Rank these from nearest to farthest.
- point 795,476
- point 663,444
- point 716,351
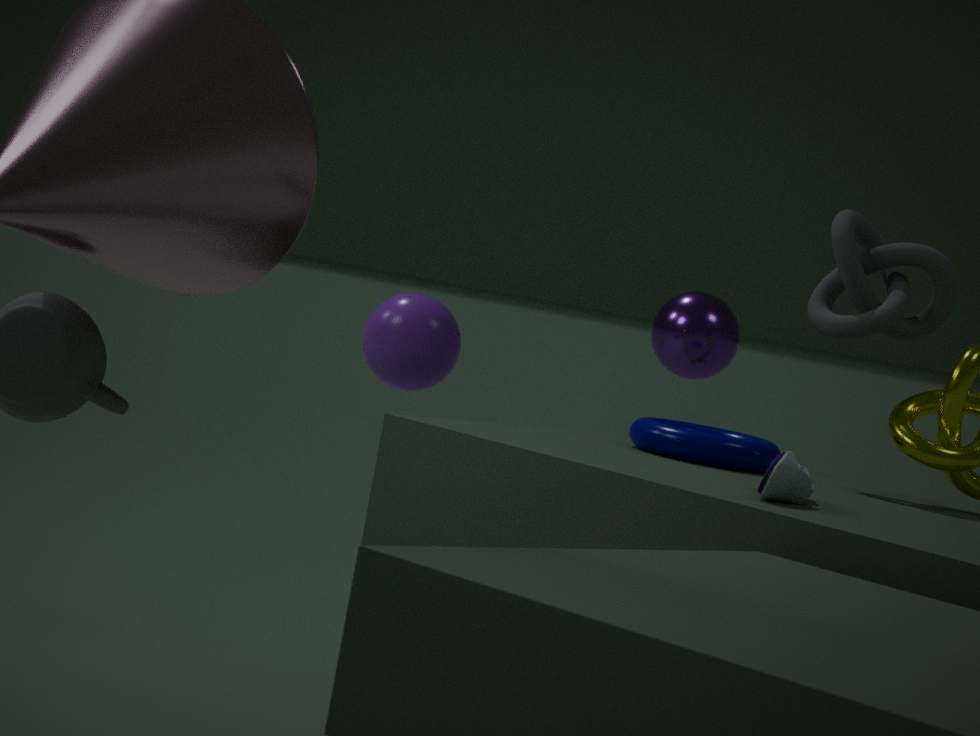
1. point 795,476
2. point 663,444
3. point 716,351
